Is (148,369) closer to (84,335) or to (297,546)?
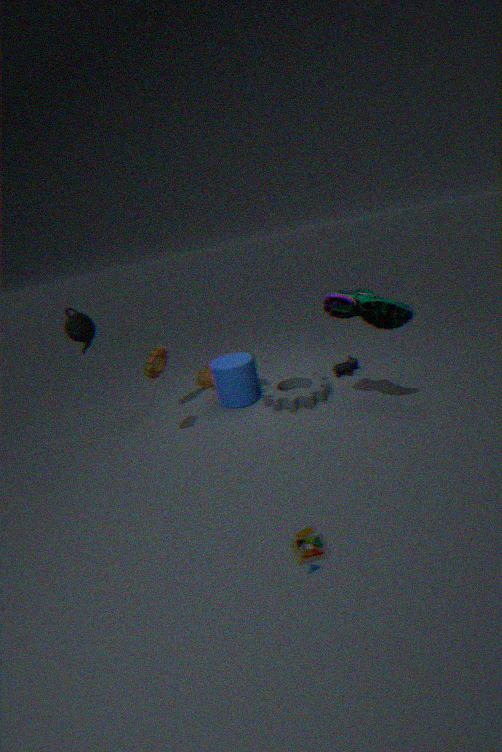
(84,335)
